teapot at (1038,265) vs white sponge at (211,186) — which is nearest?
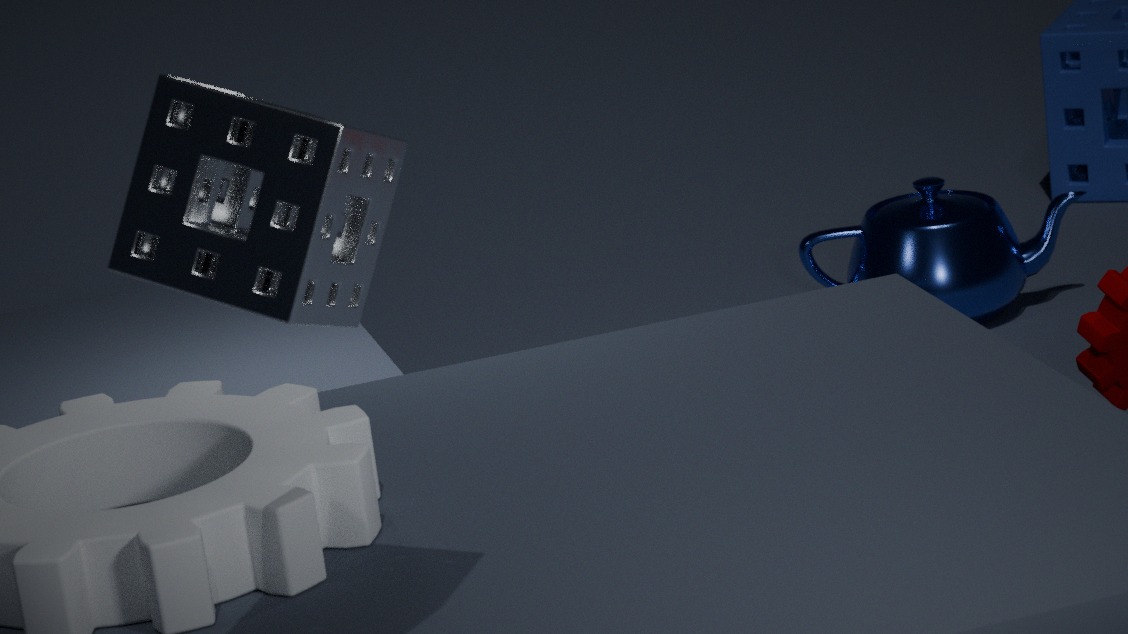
white sponge at (211,186)
